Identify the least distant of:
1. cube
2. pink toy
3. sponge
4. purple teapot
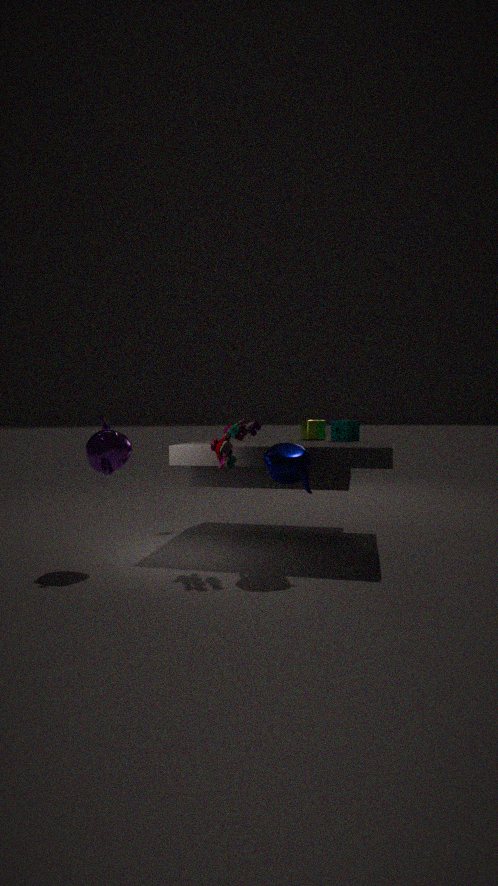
pink toy
